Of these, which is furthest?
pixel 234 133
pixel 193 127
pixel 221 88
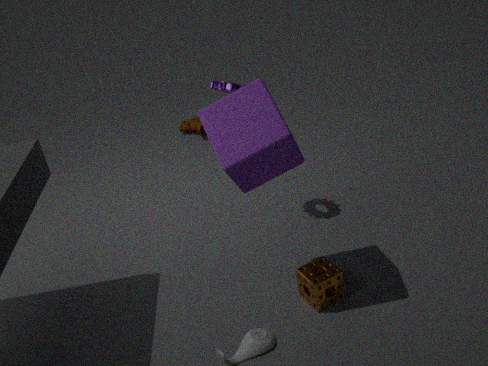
pixel 193 127
